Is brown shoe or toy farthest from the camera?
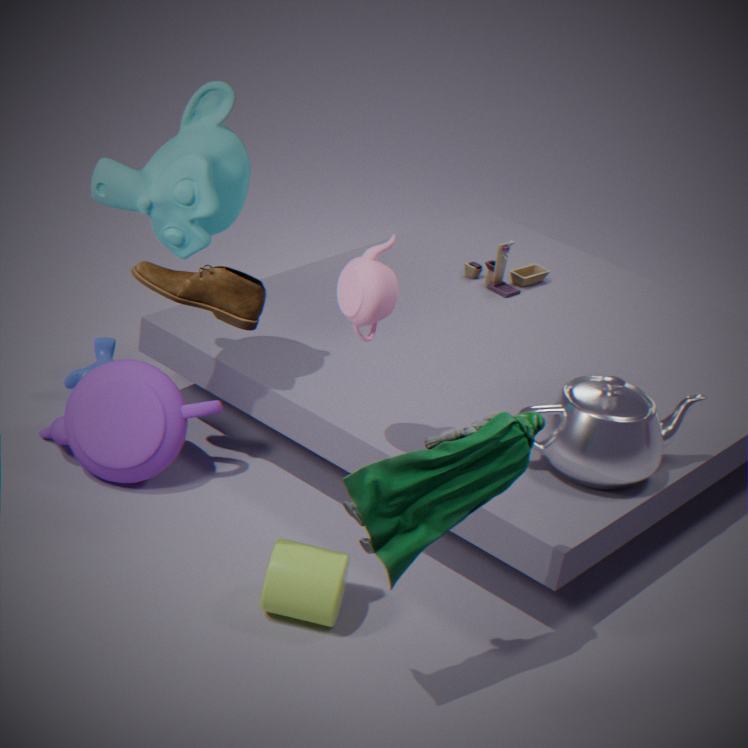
toy
